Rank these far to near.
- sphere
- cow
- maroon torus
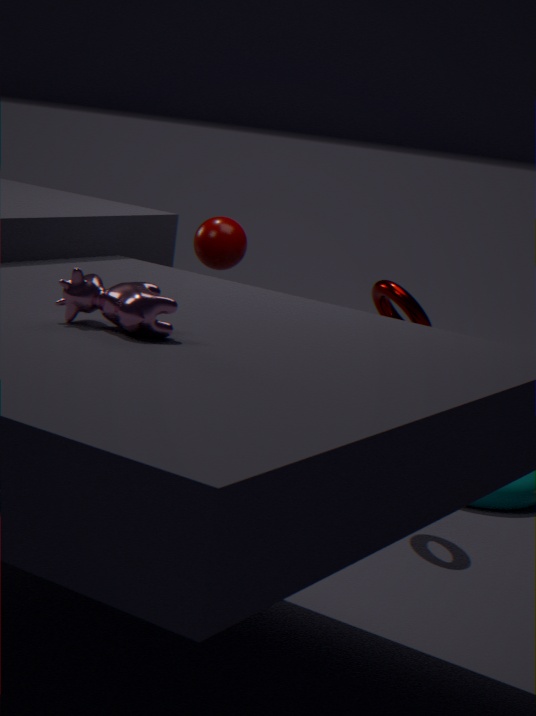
sphere, maroon torus, cow
